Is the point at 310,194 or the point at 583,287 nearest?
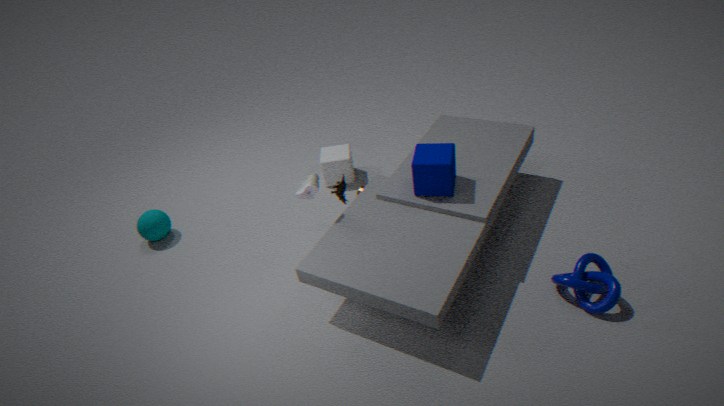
the point at 583,287
